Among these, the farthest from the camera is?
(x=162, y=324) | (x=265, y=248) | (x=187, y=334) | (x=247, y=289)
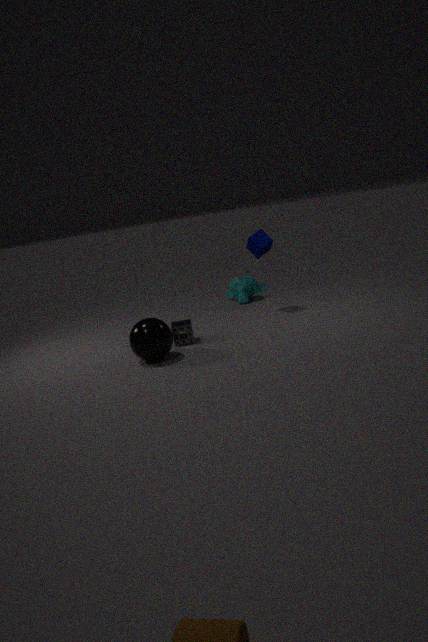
(x=247, y=289)
